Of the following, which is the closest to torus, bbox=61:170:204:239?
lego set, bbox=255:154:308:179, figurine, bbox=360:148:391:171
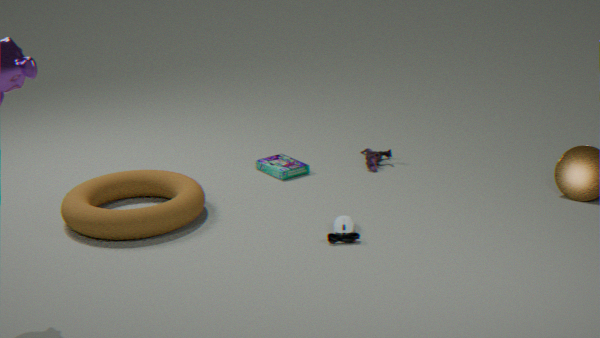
lego set, bbox=255:154:308:179
